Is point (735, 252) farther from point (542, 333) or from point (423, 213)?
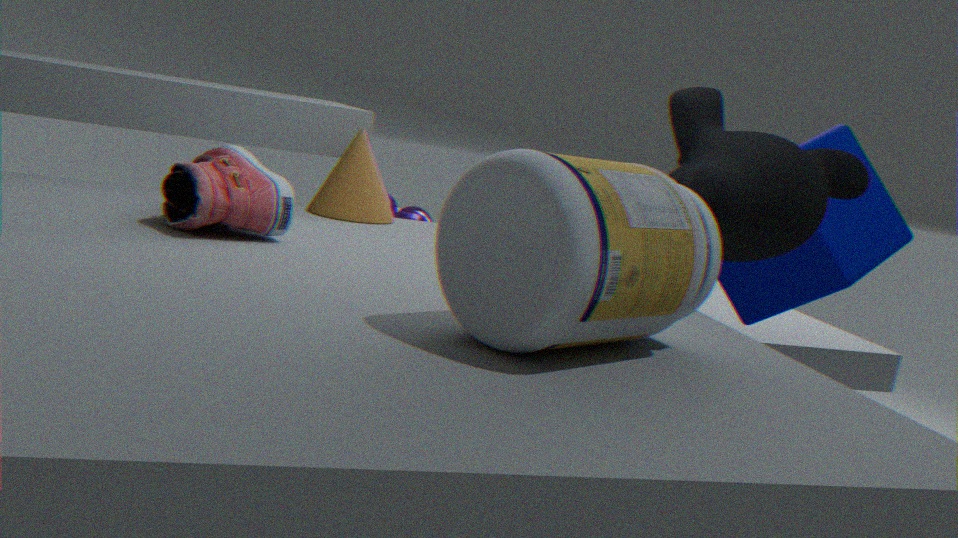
point (423, 213)
